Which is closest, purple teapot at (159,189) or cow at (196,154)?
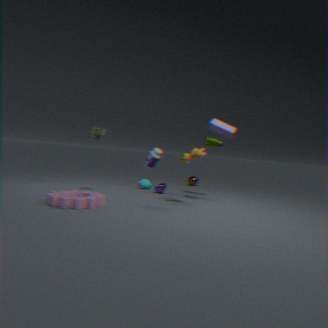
cow at (196,154)
